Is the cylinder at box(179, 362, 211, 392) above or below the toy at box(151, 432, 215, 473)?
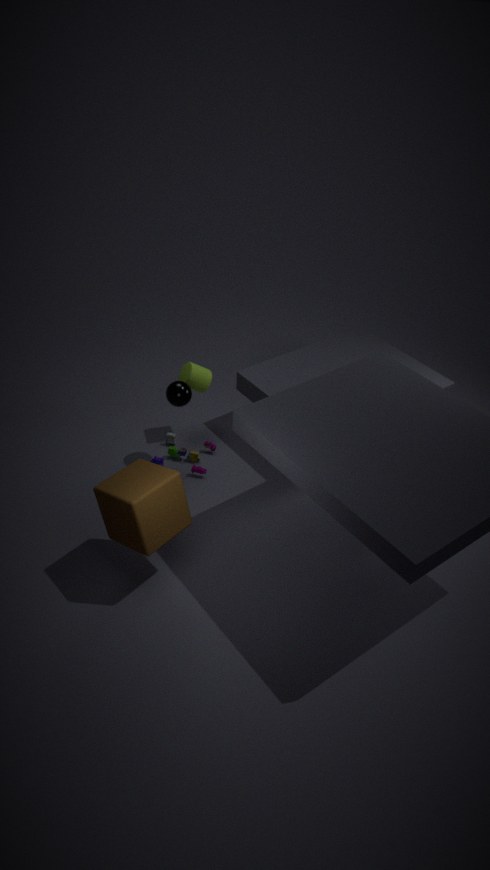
above
